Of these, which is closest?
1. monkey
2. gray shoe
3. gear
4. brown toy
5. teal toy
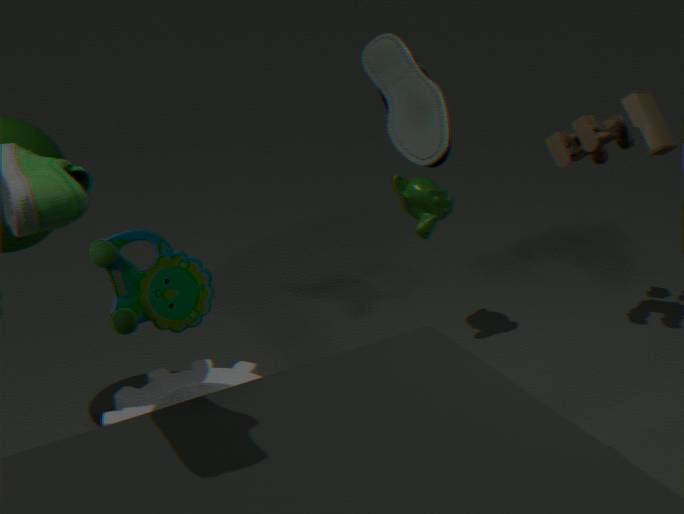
teal toy
